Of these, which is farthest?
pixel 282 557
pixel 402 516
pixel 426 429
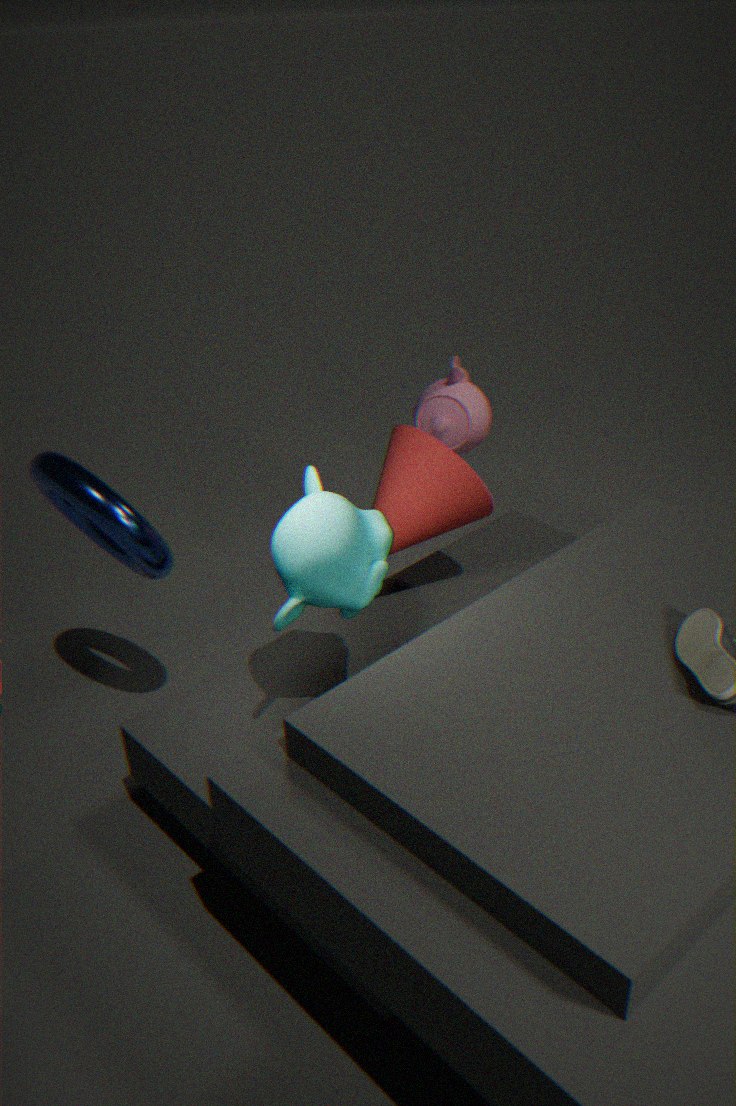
pixel 426 429
